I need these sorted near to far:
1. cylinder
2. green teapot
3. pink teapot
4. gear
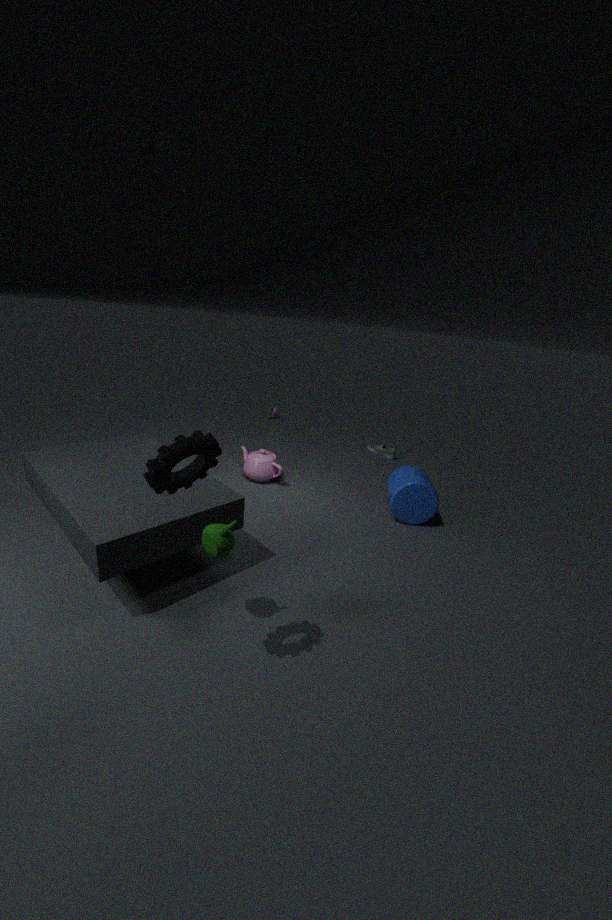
1. gear
2. green teapot
3. cylinder
4. pink teapot
